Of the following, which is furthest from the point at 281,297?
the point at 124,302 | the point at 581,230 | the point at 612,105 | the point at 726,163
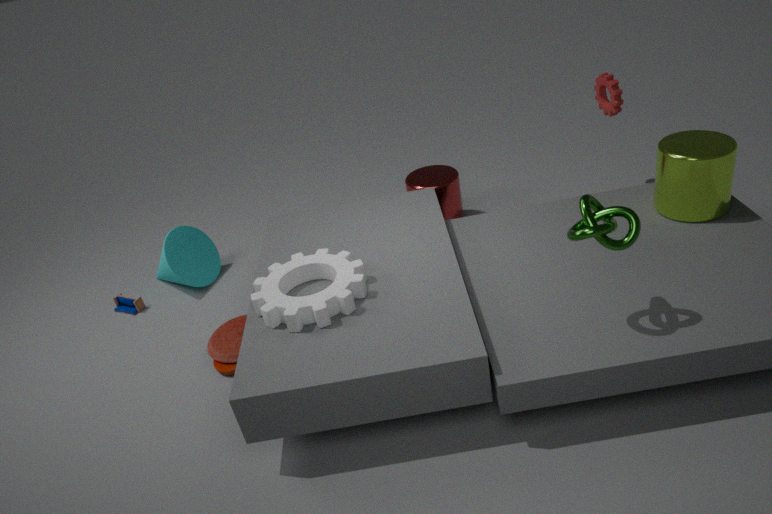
the point at 612,105
